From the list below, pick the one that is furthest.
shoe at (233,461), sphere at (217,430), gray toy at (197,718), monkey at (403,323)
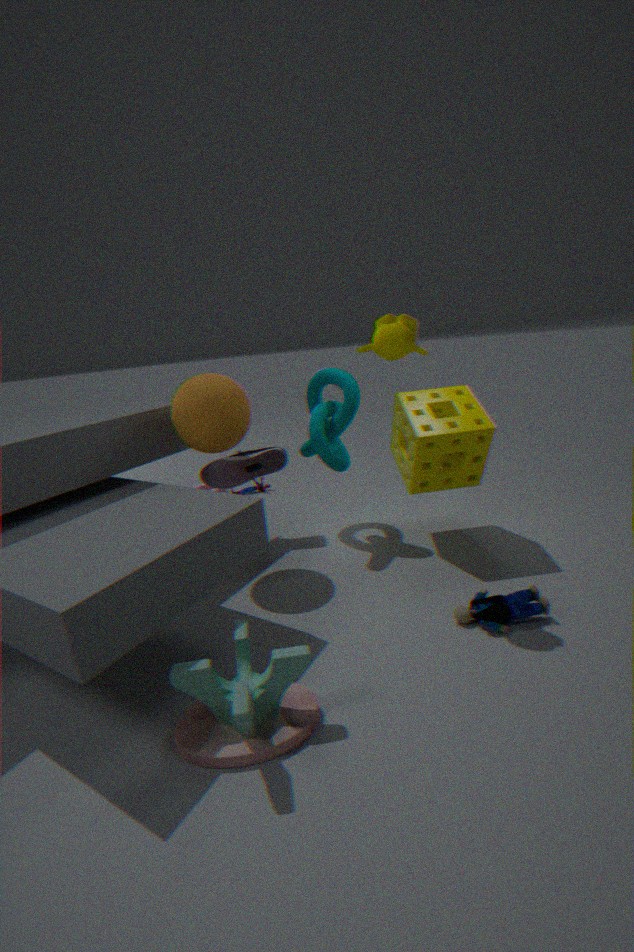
shoe at (233,461)
